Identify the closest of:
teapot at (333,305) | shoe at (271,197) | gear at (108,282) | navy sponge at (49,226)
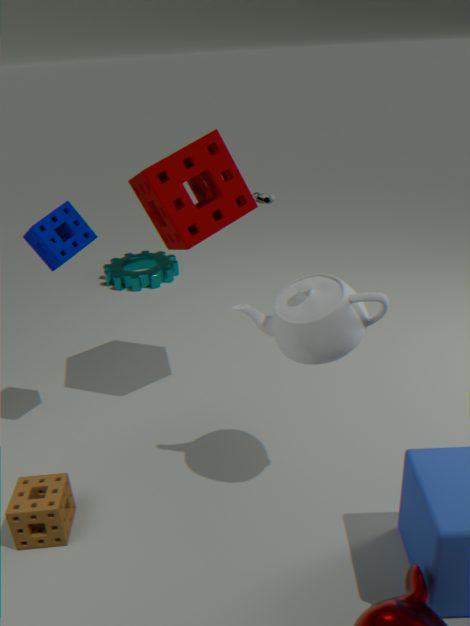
teapot at (333,305)
